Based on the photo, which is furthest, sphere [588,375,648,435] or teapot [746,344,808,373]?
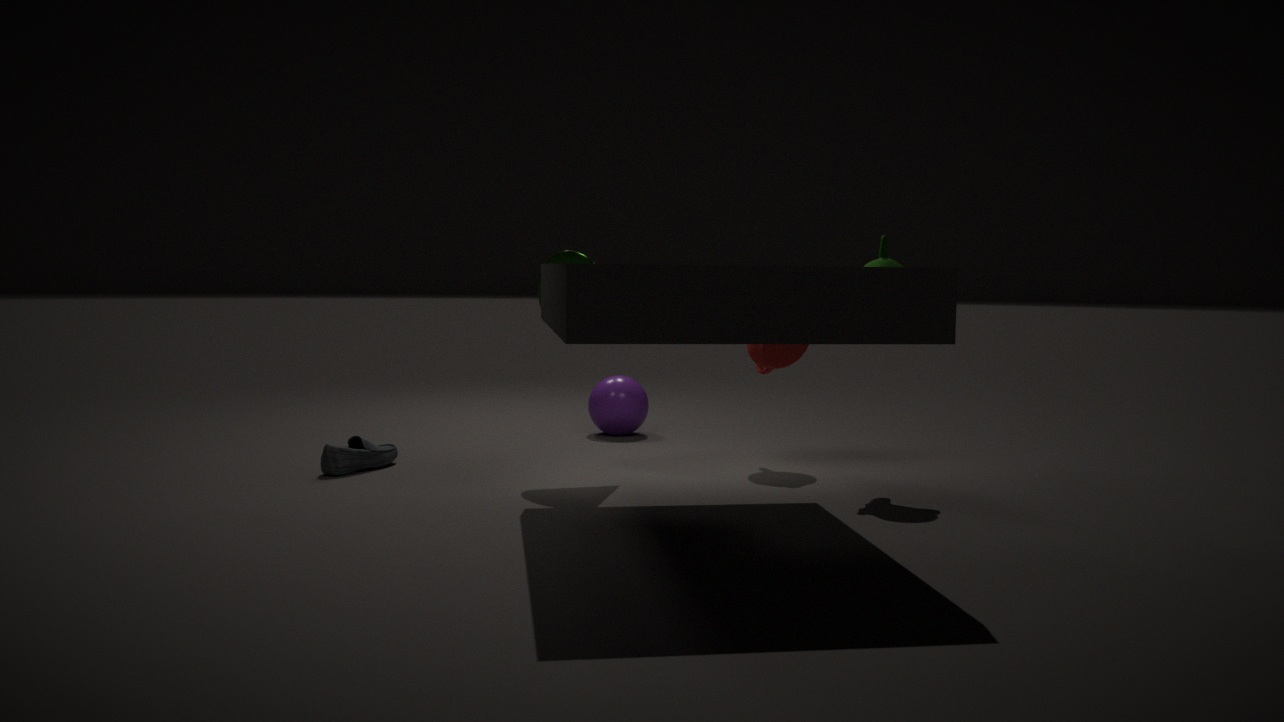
sphere [588,375,648,435]
